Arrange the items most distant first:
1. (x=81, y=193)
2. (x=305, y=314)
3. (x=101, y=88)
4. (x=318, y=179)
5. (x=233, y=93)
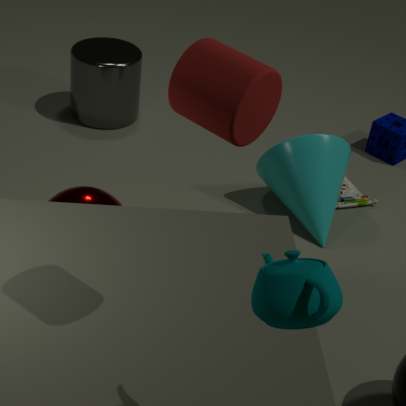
(x=101, y=88), (x=318, y=179), (x=81, y=193), (x=233, y=93), (x=305, y=314)
